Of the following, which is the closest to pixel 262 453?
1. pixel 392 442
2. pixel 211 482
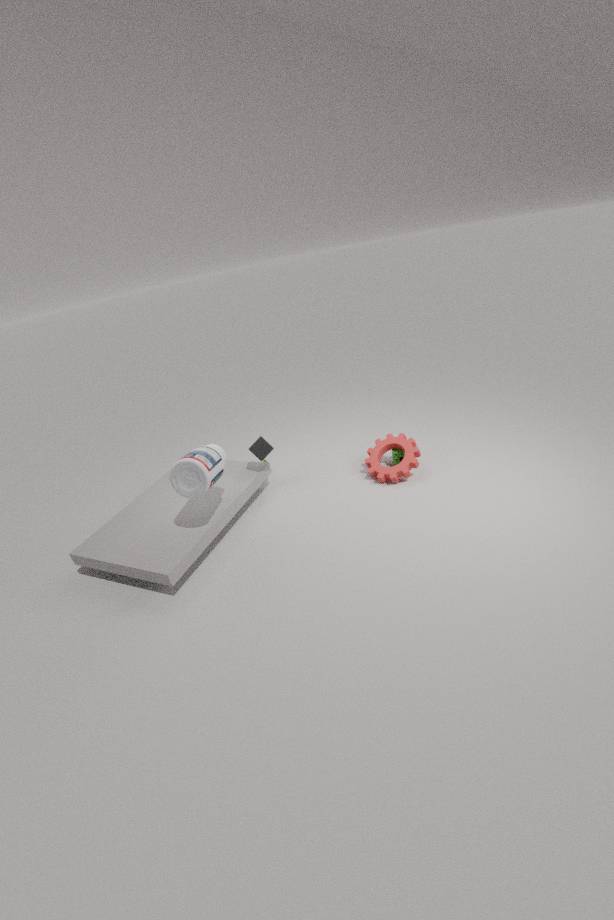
pixel 211 482
